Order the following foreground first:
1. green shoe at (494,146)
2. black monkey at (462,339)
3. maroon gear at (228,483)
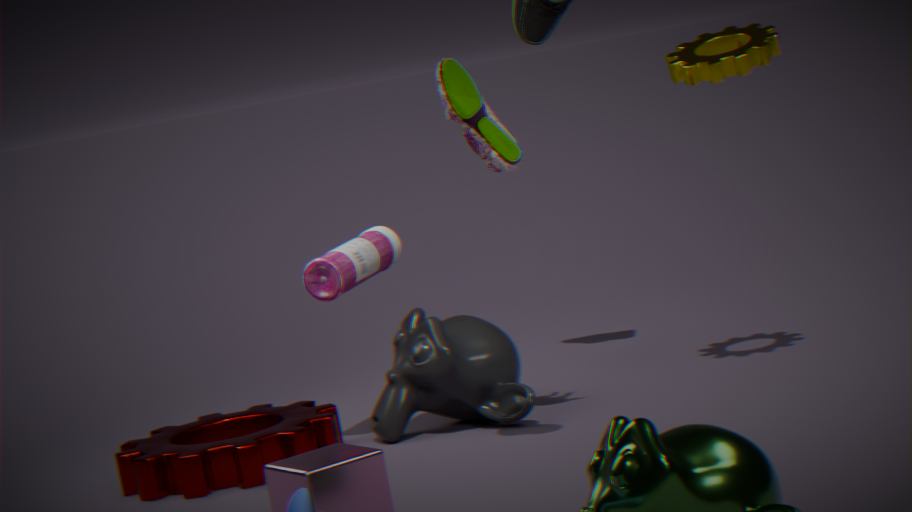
green shoe at (494,146) < maroon gear at (228,483) < black monkey at (462,339)
